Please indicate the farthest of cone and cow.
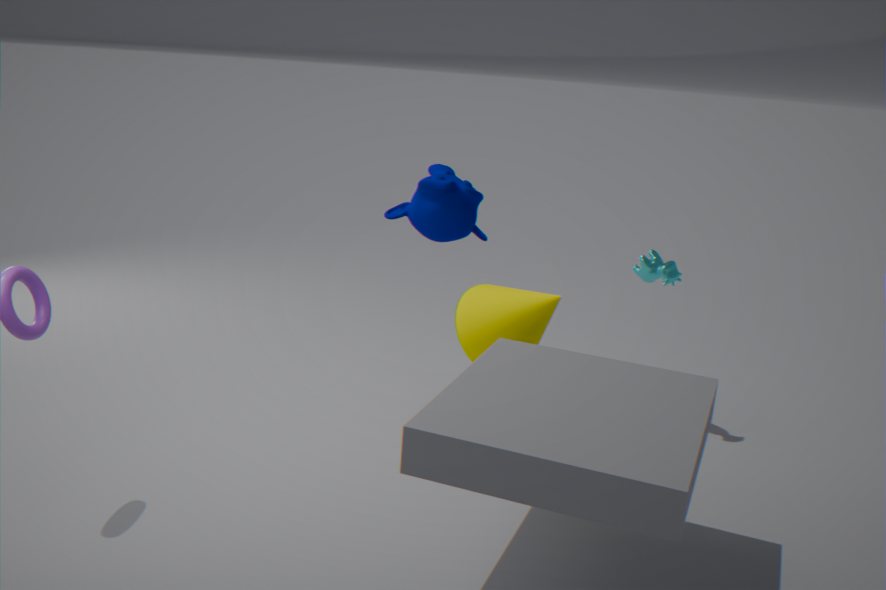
cow
